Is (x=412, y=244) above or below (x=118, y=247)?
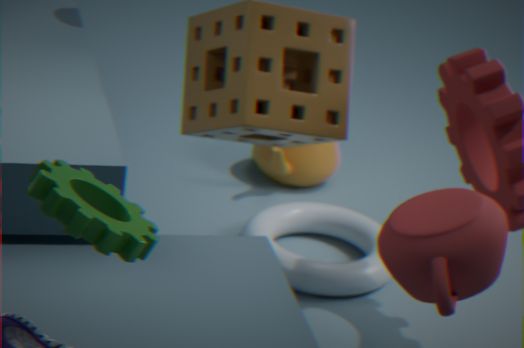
below
